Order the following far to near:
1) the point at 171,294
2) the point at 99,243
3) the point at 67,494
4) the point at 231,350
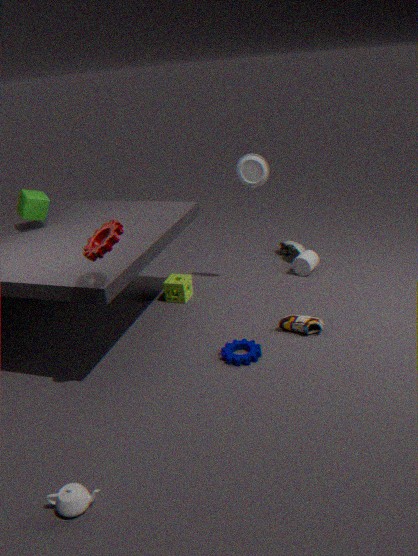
1. 1. the point at 171,294
2. 4. the point at 231,350
3. 2. the point at 99,243
4. 3. the point at 67,494
